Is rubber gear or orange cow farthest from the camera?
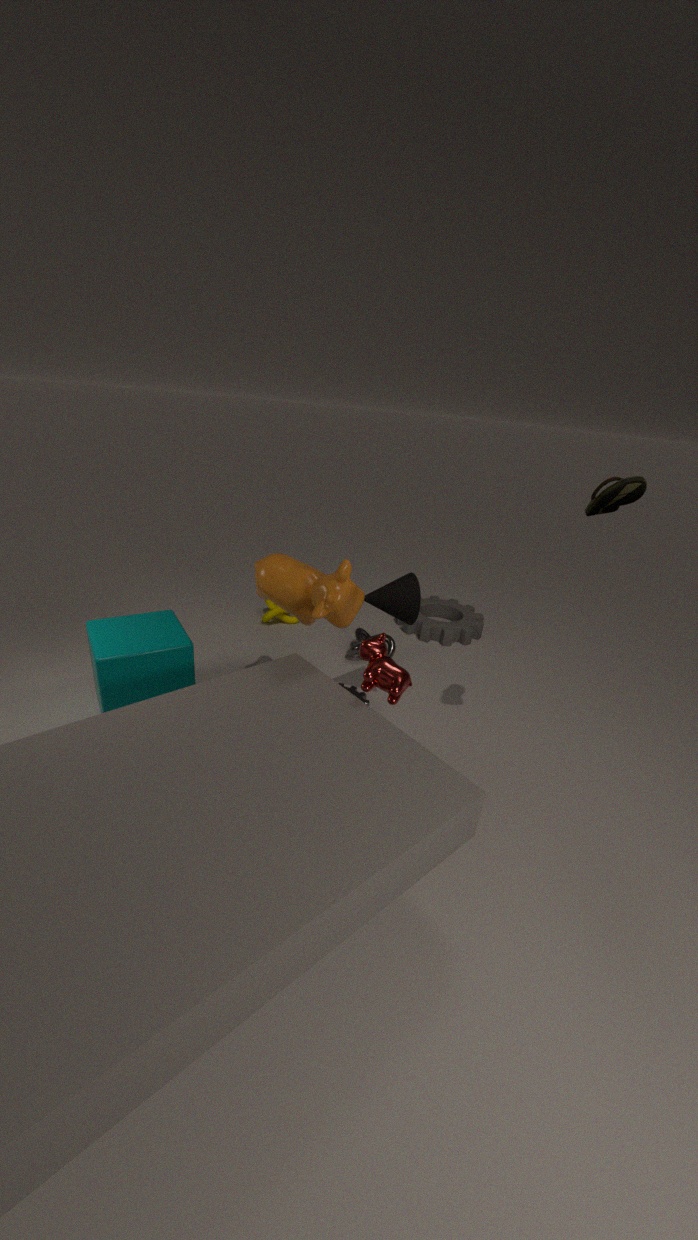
rubber gear
